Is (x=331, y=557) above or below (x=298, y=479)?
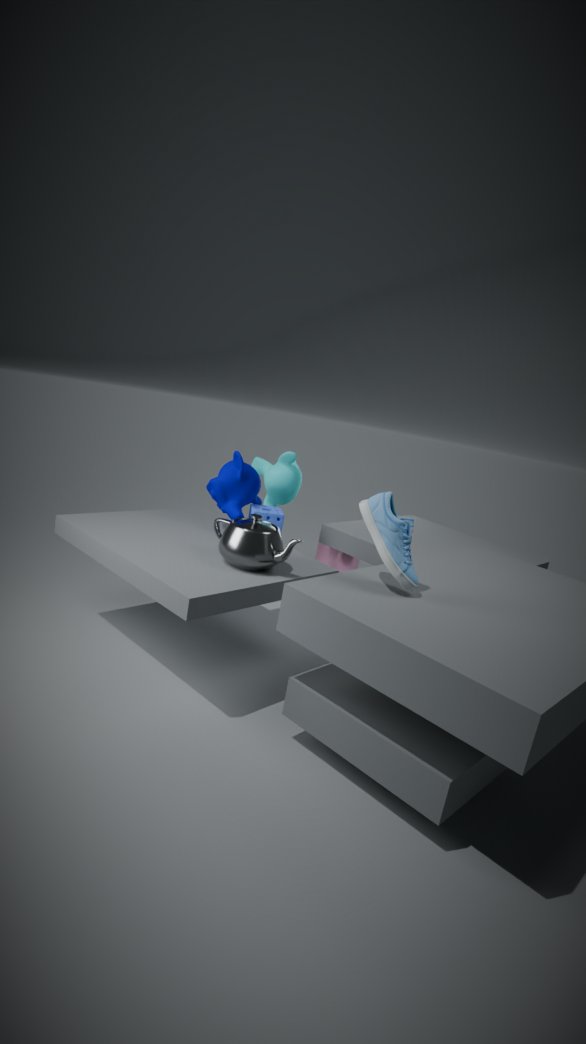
below
